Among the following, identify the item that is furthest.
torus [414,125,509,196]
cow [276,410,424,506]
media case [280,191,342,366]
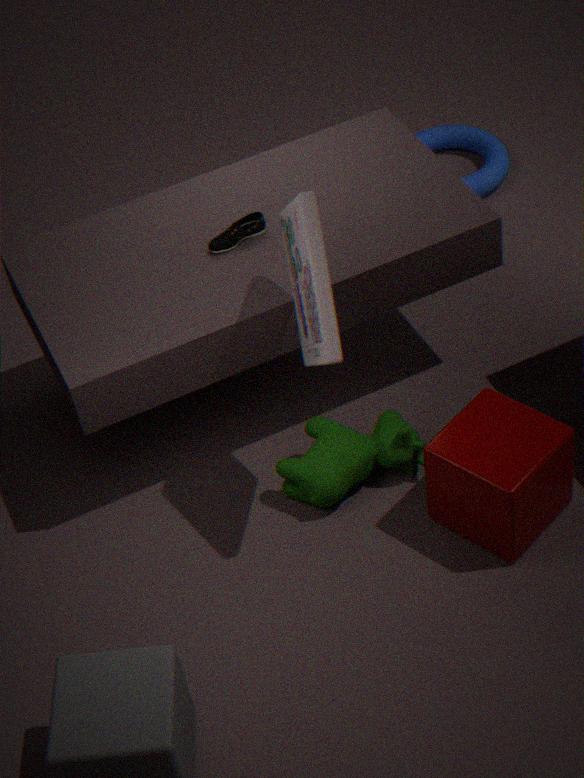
torus [414,125,509,196]
